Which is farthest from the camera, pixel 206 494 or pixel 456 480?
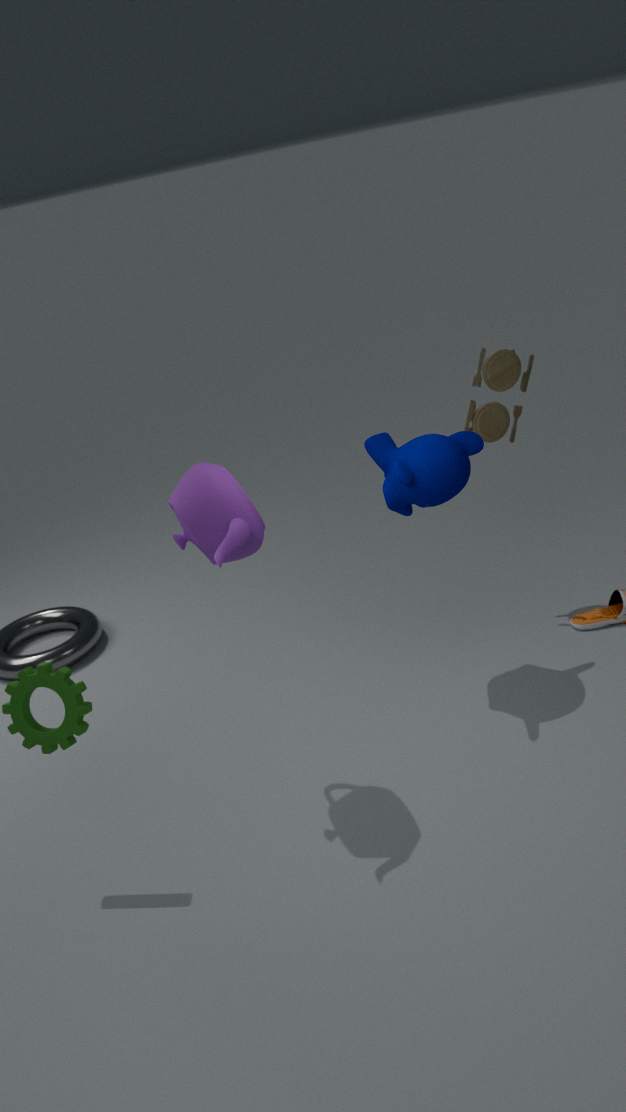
pixel 456 480
